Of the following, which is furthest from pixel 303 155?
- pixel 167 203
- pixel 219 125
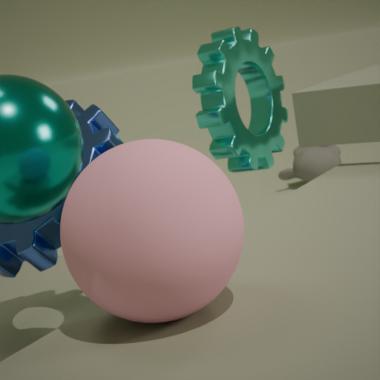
pixel 167 203
